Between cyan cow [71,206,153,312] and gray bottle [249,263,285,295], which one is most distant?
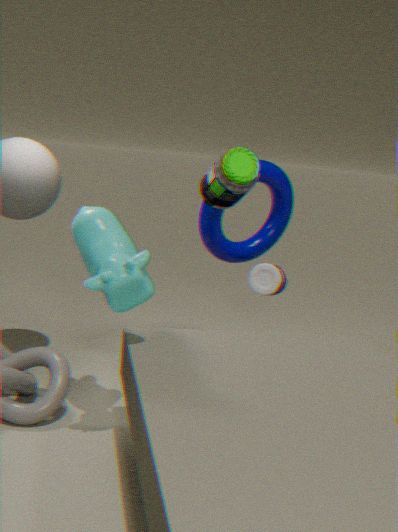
gray bottle [249,263,285,295]
